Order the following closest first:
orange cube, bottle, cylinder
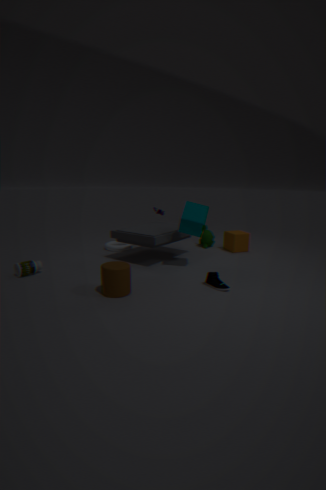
1. cylinder
2. bottle
3. orange cube
